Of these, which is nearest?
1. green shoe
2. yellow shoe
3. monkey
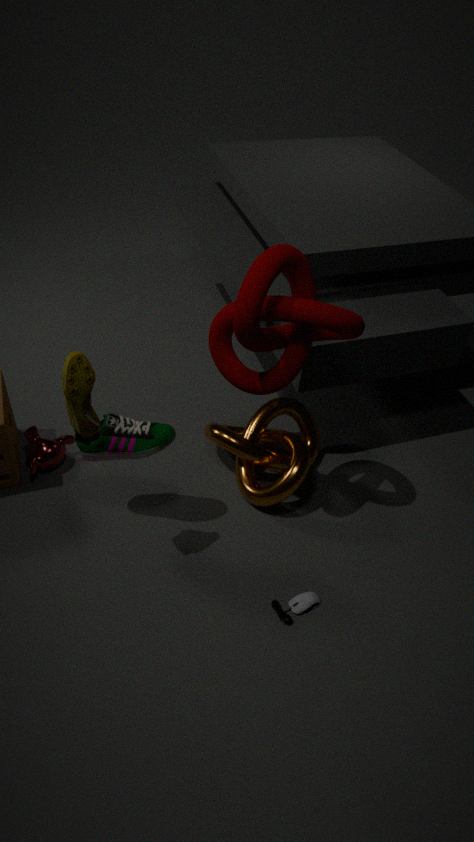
yellow shoe
